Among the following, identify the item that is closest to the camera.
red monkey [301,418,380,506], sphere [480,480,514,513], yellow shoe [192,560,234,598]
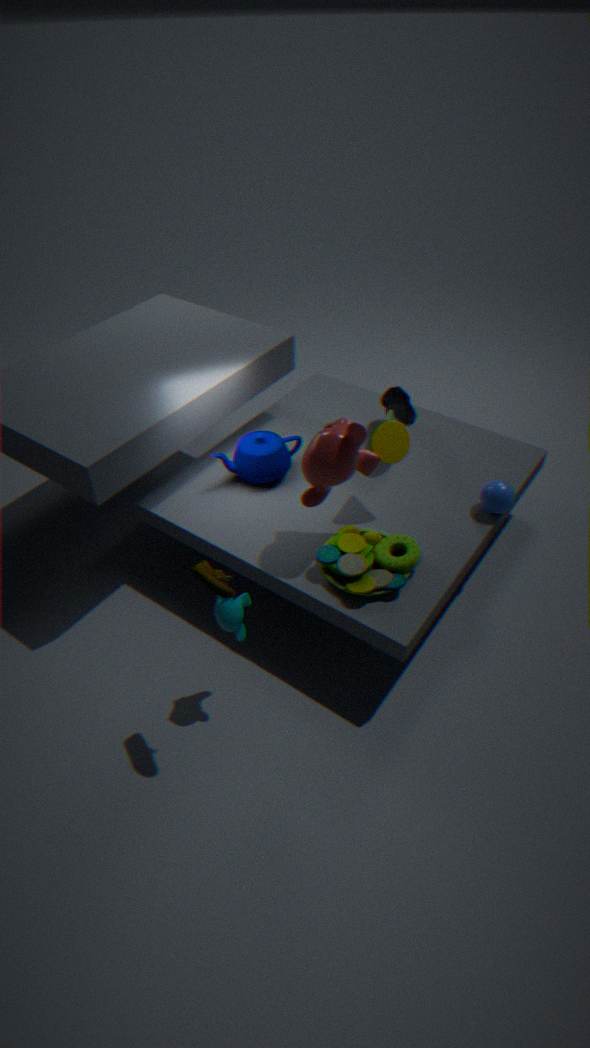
yellow shoe [192,560,234,598]
